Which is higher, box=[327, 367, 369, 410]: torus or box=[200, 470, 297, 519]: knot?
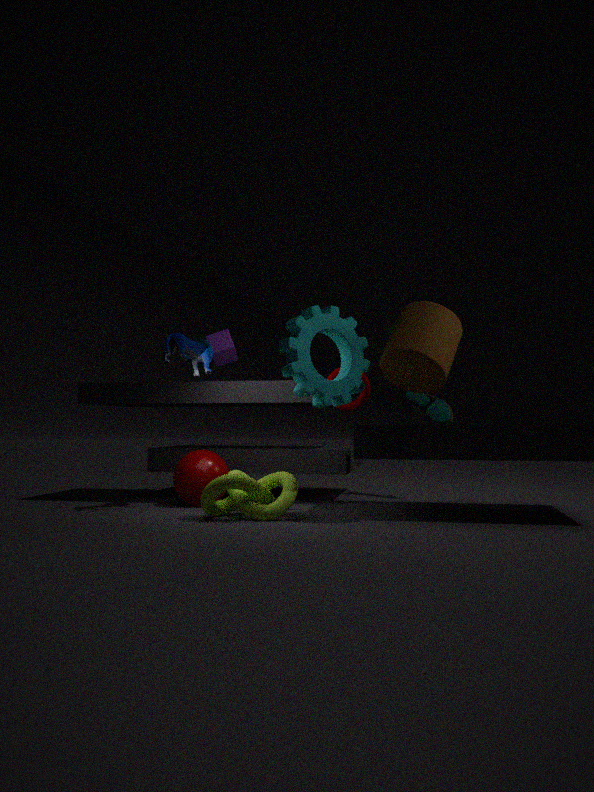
box=[327, 367, 369, 410]: torus
